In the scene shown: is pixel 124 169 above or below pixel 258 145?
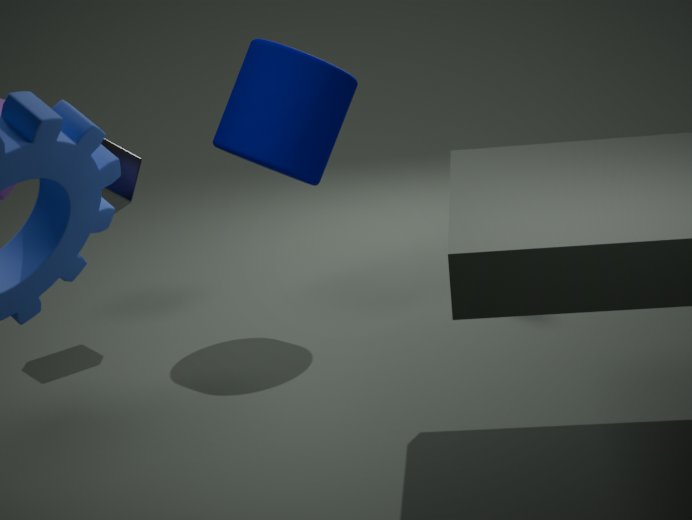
below
